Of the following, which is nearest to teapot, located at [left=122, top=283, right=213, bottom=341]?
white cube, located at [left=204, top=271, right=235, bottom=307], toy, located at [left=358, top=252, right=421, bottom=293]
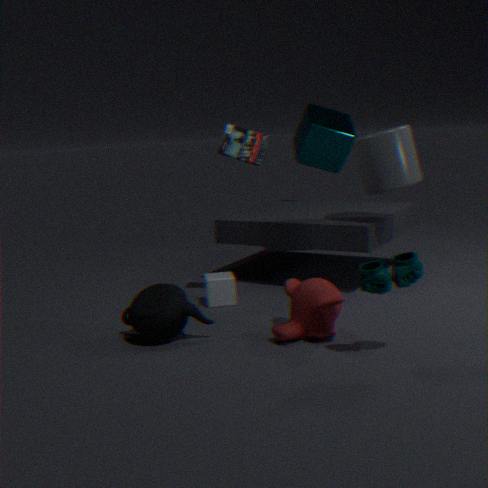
white cube, located at [left=204, top=271, right=235, bottom=307]
